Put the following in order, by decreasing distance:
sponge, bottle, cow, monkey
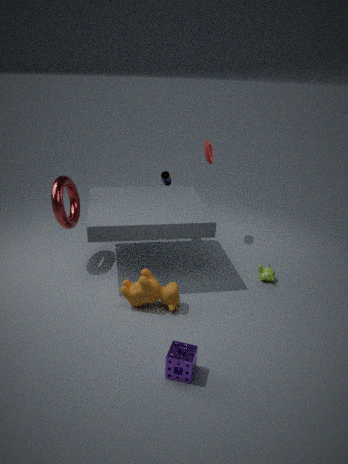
bottle
monkey
cow
sponge
